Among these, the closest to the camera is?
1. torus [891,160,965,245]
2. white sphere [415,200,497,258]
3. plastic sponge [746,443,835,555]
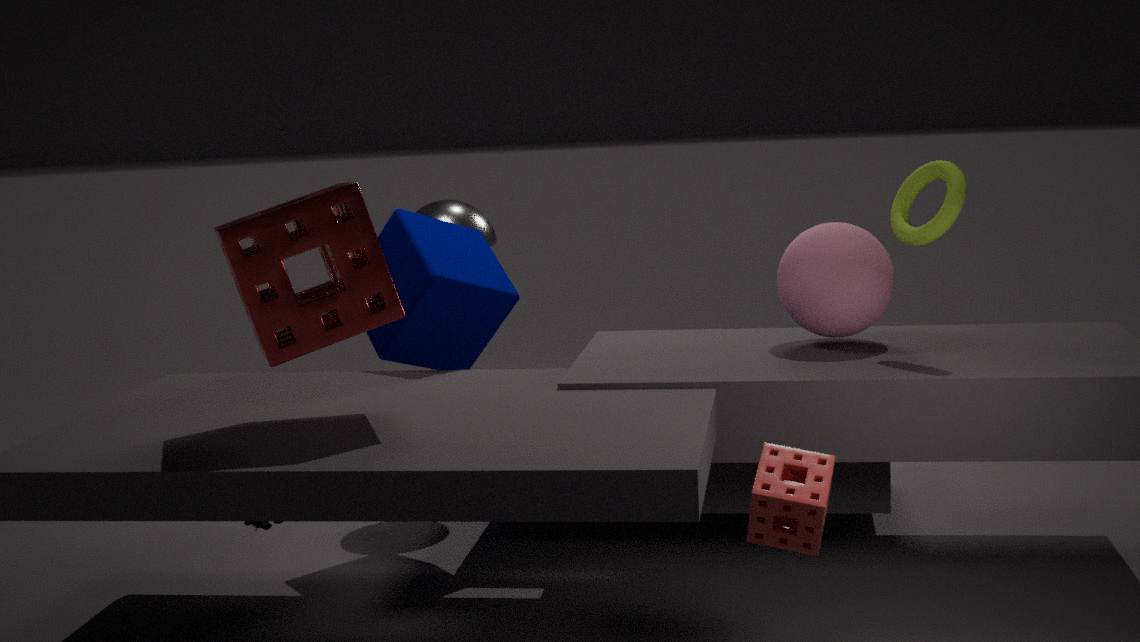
plastic sponge [746,443,835,555]
